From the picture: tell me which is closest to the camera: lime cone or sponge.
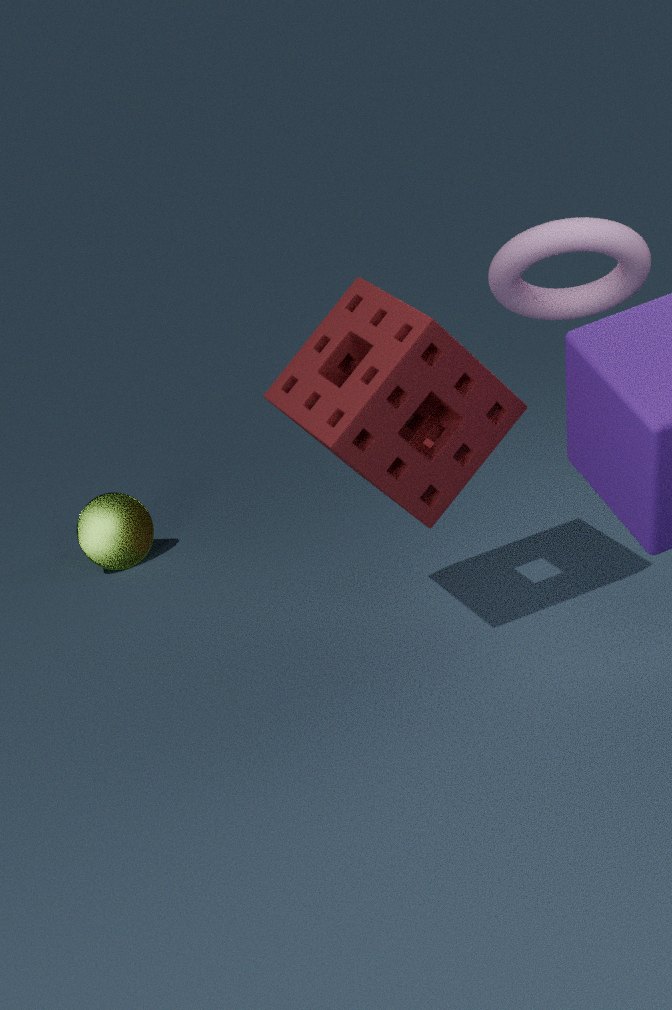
sponge
